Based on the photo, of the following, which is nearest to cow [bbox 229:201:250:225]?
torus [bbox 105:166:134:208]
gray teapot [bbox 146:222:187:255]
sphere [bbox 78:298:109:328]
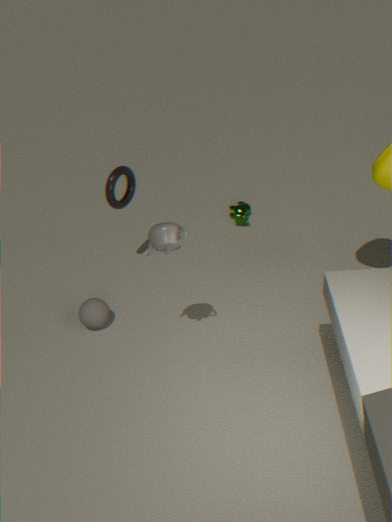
torus [bbox 105:166:134:208]
